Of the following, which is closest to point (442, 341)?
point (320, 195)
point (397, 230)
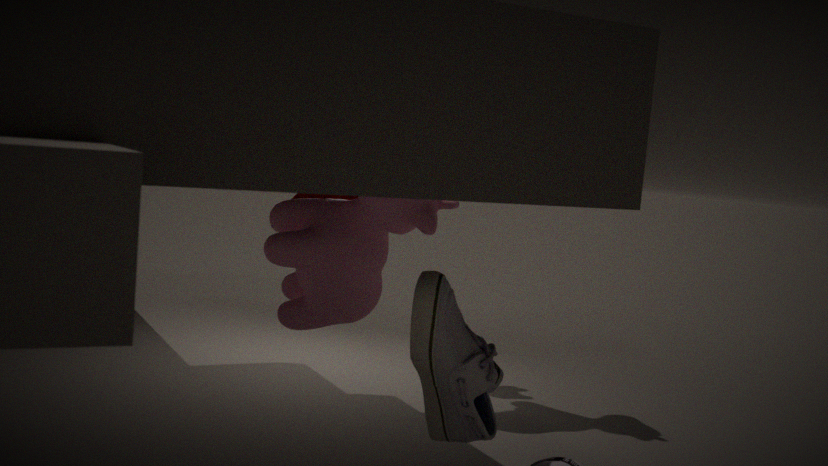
point (397, 230)
